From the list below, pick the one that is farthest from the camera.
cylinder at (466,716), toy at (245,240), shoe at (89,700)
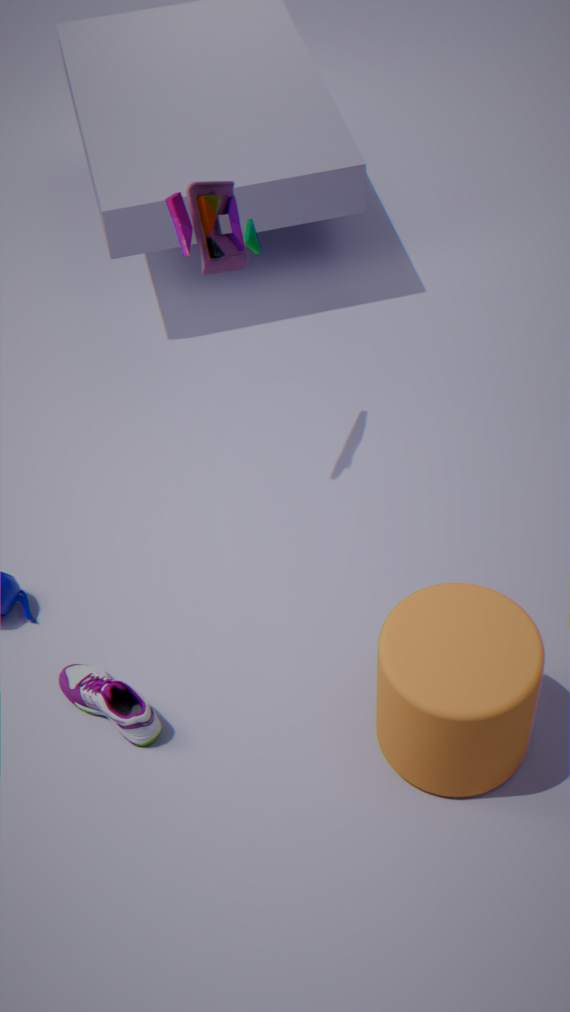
shoe at (89,700)
